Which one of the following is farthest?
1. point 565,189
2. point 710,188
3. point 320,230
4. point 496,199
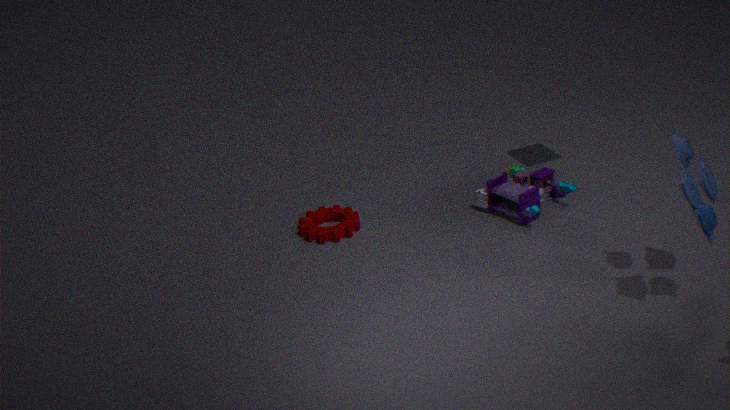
point 496,199
